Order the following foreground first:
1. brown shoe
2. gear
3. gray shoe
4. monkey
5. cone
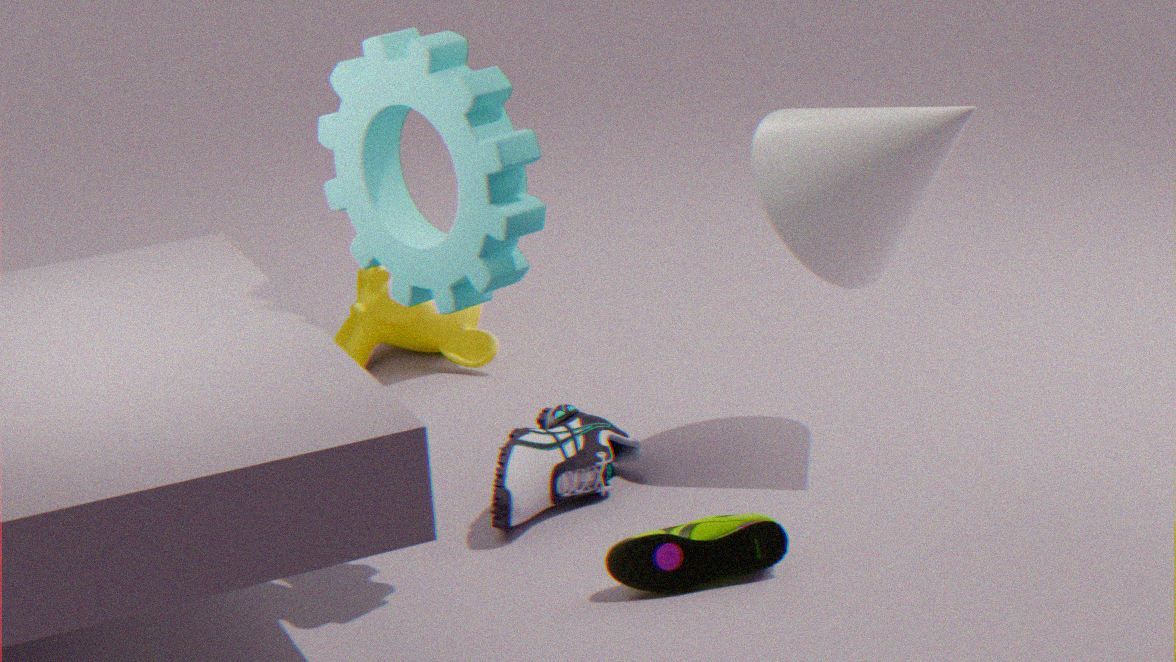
1. gear
2. brown shoe
3. gray shoe
4. cone
5. monkey
